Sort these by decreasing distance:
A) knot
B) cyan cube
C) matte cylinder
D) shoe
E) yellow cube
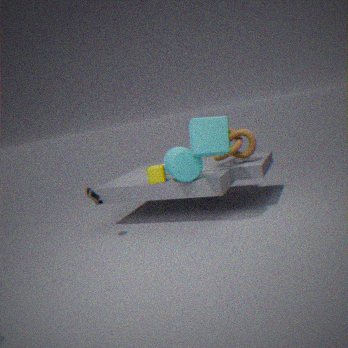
knot → yellow cube → shoe → matte cylinder → cyan cube
